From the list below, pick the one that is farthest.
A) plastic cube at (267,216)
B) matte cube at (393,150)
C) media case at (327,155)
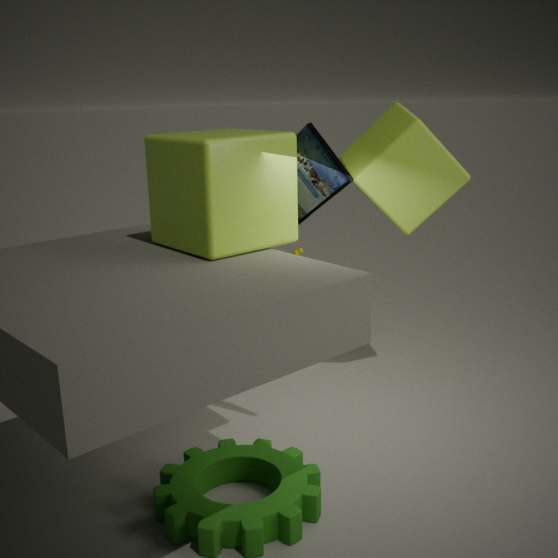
matte cube at (393,150)
